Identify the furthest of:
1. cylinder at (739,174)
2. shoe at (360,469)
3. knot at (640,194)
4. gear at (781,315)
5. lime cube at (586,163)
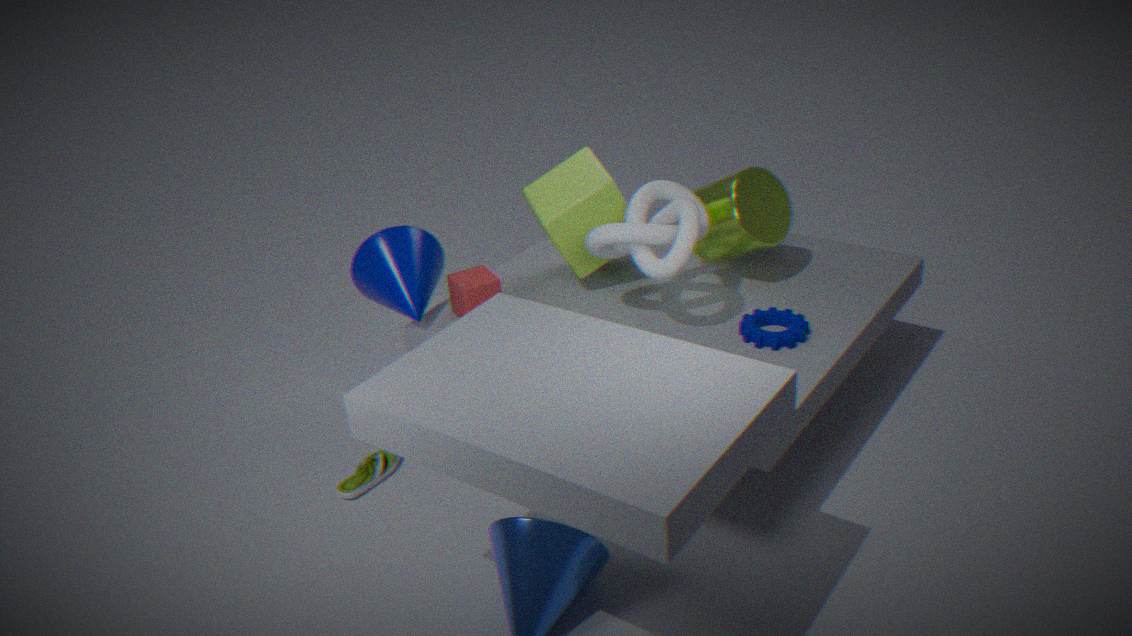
lime cube at (586,163)
